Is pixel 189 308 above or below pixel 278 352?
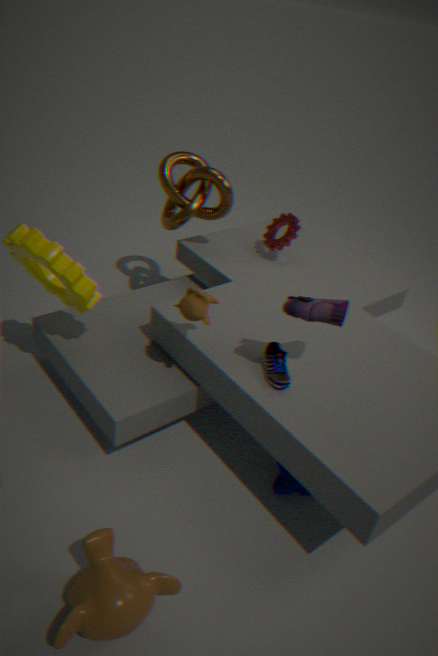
above
